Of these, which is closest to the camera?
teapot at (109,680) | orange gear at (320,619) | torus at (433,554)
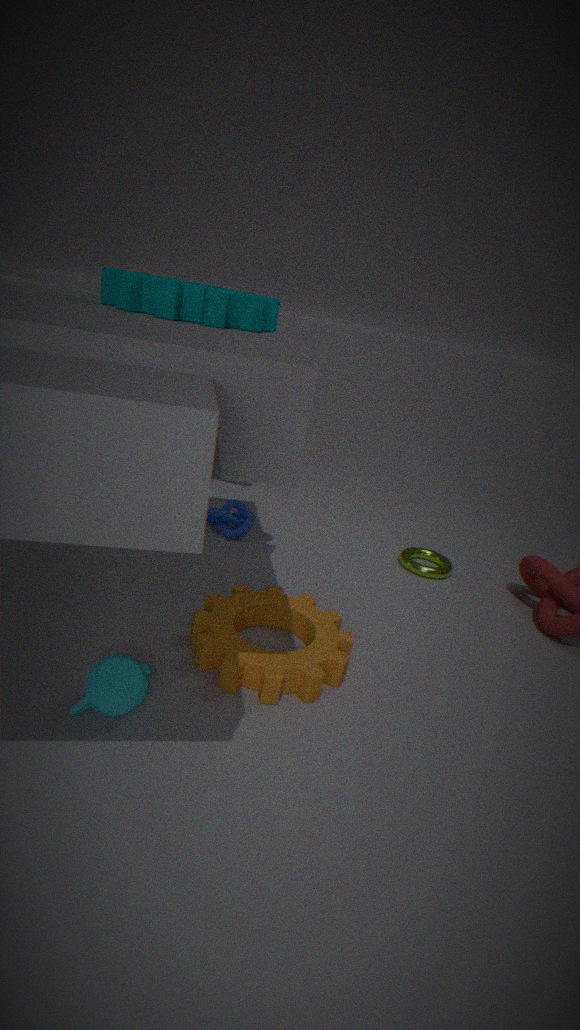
teapot at (109,680)
